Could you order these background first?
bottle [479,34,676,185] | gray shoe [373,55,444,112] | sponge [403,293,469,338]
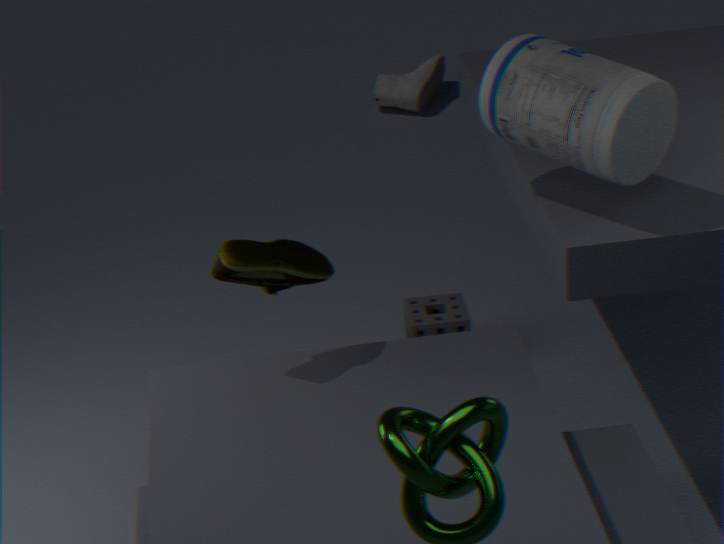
1. gray shoe [373,55,444,112]
2. sponge [403,293,469,338]
3. bottle [479,34,676,185]
